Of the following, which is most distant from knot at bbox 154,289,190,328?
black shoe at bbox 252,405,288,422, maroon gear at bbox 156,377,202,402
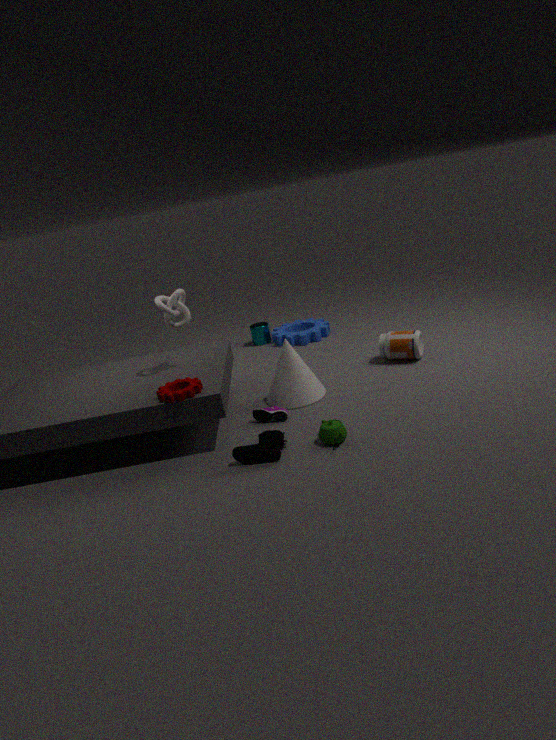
black shoe at bbox 252,405,288,422
